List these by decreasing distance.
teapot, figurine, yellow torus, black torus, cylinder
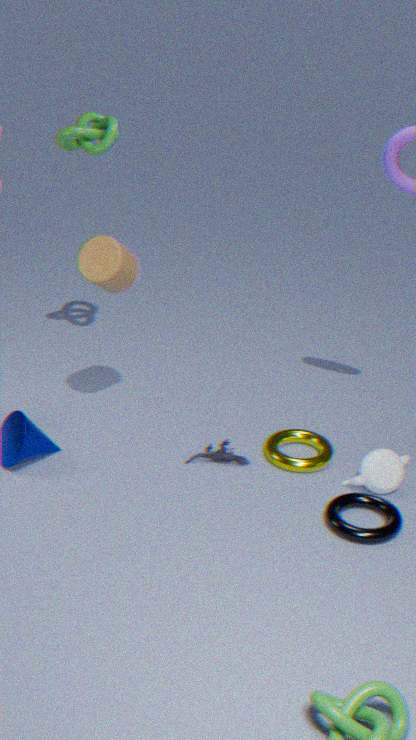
figurine
yellow torus
cylinder
teapot
black torus
